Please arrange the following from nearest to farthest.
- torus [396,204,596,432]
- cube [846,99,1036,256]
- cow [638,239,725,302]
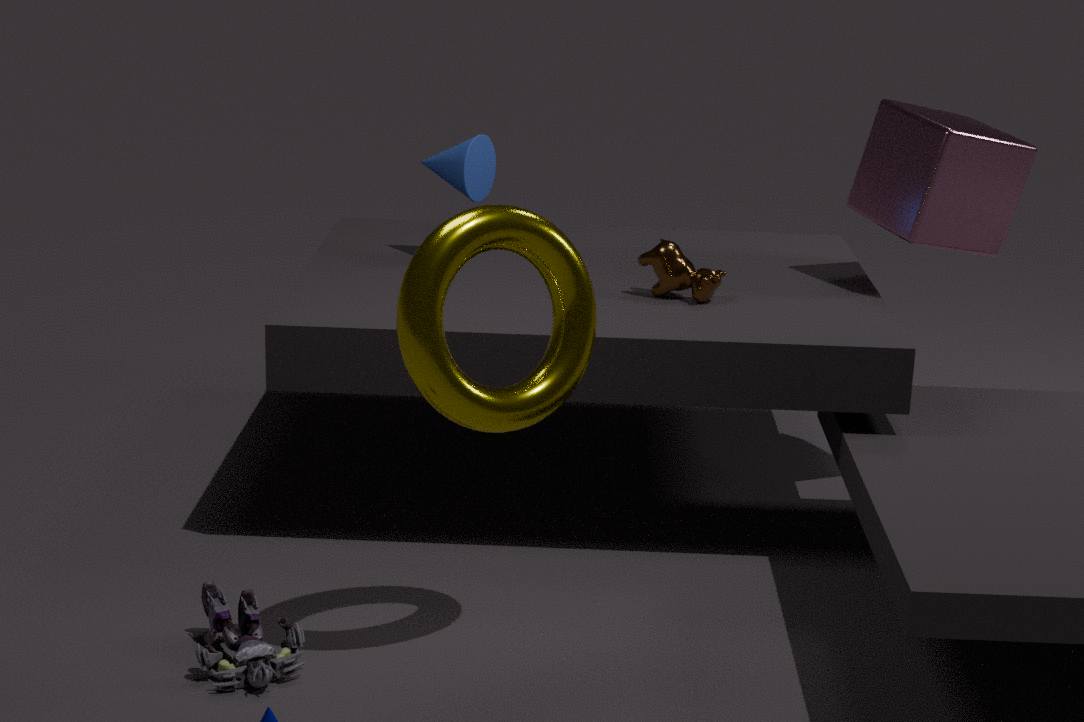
torus [396,204,596,432]
cow [638,239,725,302]
cube [846,99,1036,256]
